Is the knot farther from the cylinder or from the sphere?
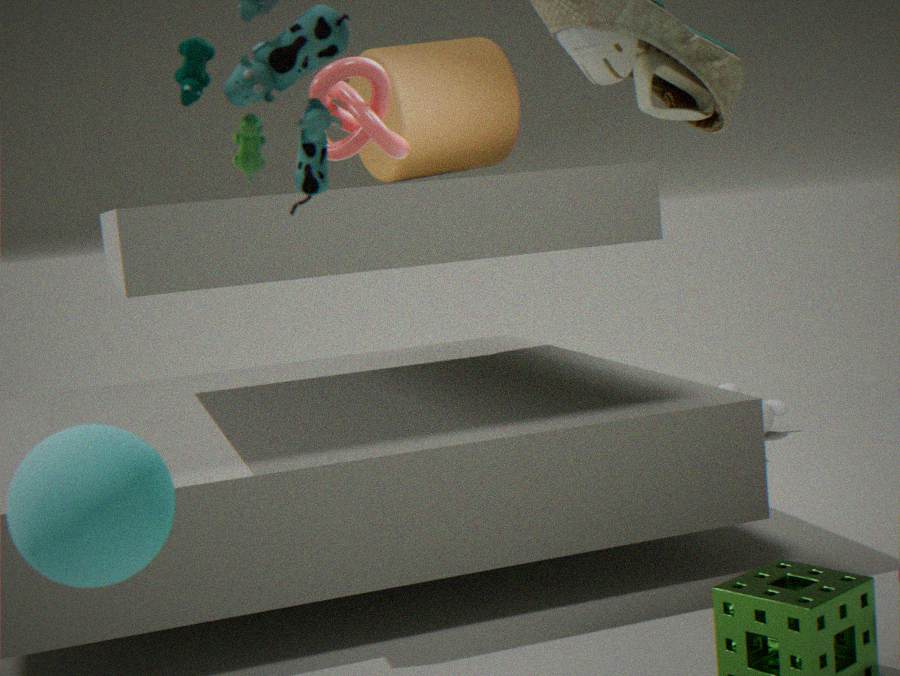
the sphere
